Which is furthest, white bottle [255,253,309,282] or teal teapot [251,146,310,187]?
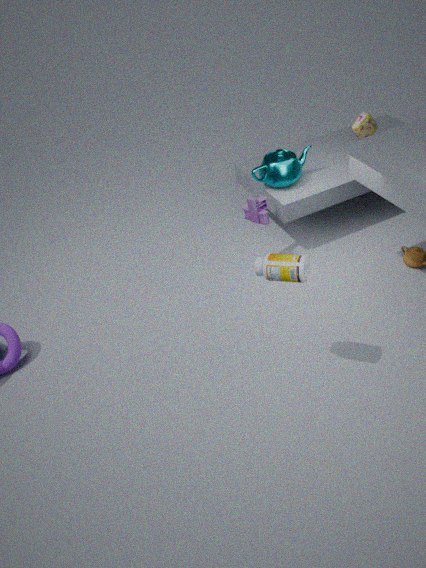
teal teapot [251,146,310,187]
